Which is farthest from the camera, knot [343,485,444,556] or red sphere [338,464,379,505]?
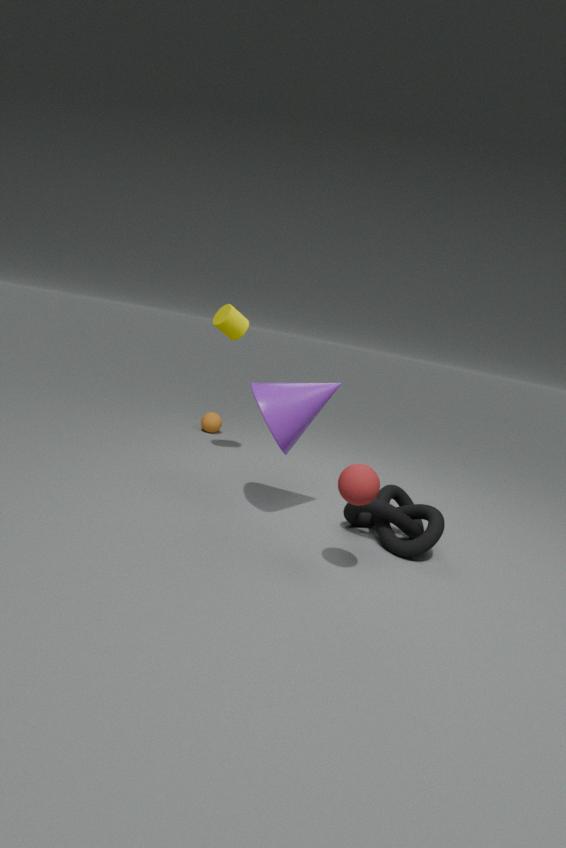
knot [343,485,444,556]
